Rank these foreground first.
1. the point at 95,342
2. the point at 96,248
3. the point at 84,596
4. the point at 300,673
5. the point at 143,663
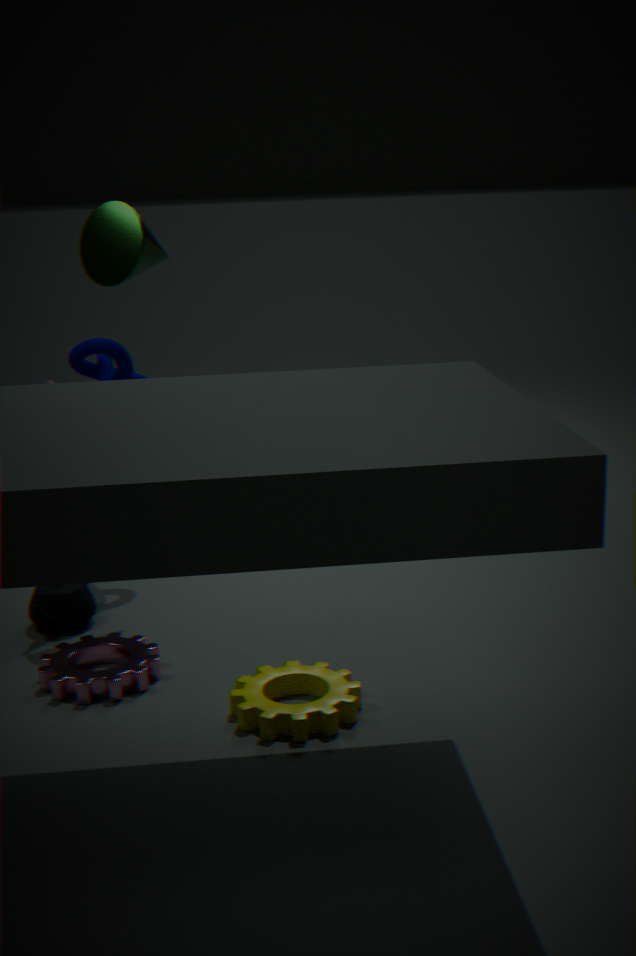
the point at 300,673 → the point at 143,663 → the point at 84,596 → the point at 96,248 → the point at 95,342
